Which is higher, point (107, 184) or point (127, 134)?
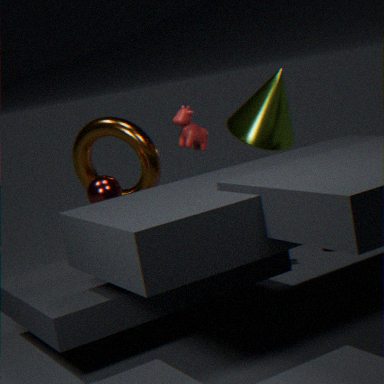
point (127, 134)
